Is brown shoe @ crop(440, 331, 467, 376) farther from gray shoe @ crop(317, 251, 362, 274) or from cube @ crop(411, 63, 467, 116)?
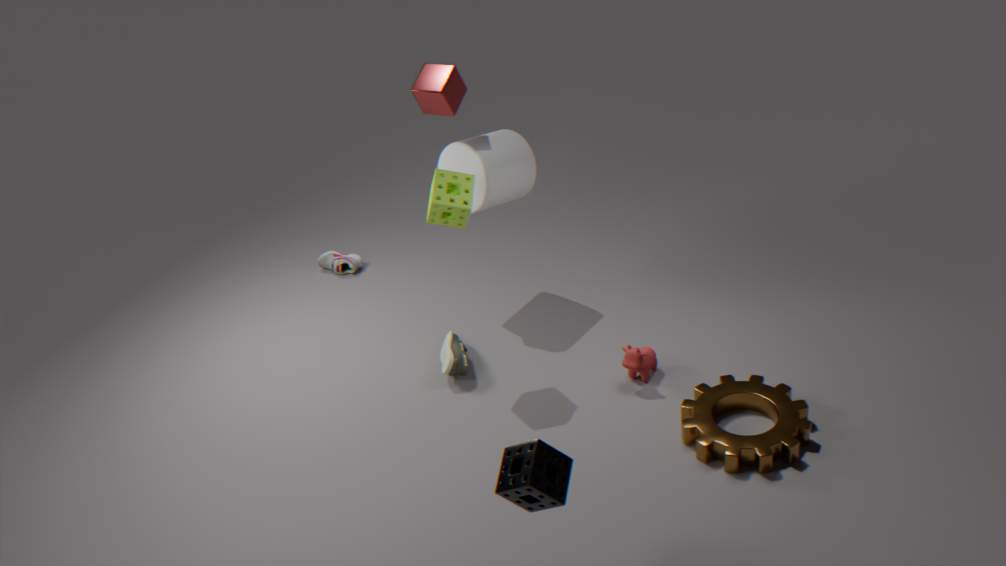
cube @ crop(411, 63, 467, 116)
